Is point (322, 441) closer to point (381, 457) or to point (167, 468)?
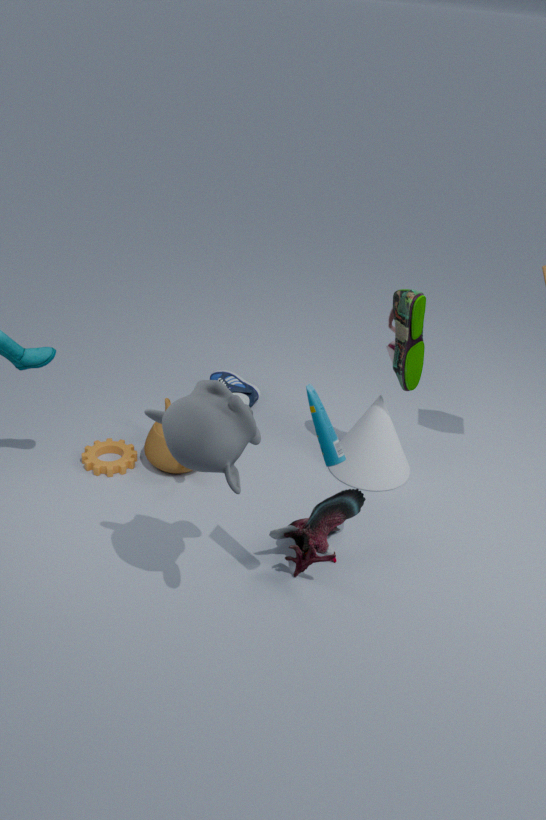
point (381, 457)
